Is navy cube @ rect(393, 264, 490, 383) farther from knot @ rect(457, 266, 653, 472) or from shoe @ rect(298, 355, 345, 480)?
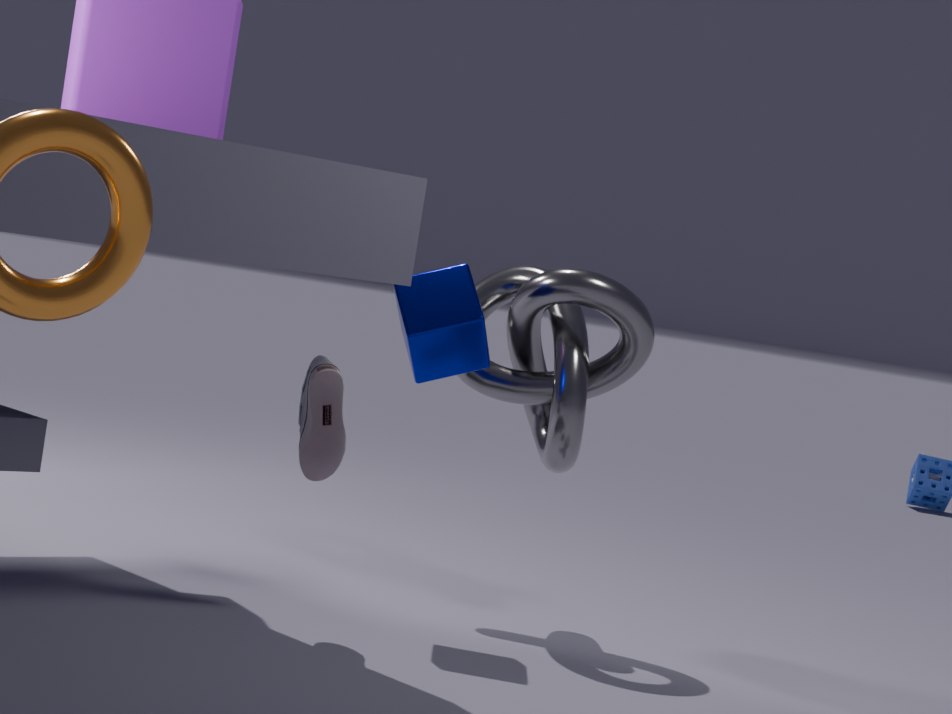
shoe @ rect(298, 355, 345, 480)
